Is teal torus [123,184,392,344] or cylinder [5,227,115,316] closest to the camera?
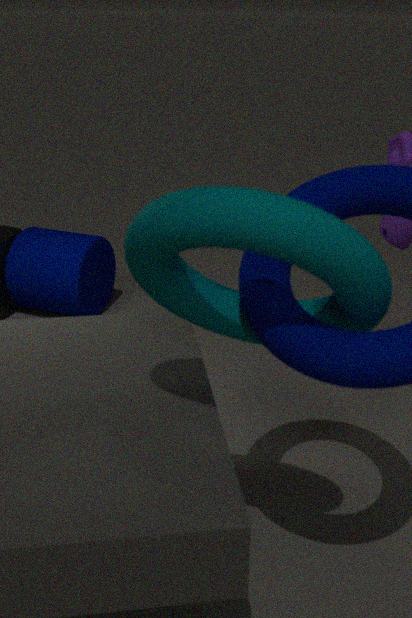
teal torus [123,184,392,344]
